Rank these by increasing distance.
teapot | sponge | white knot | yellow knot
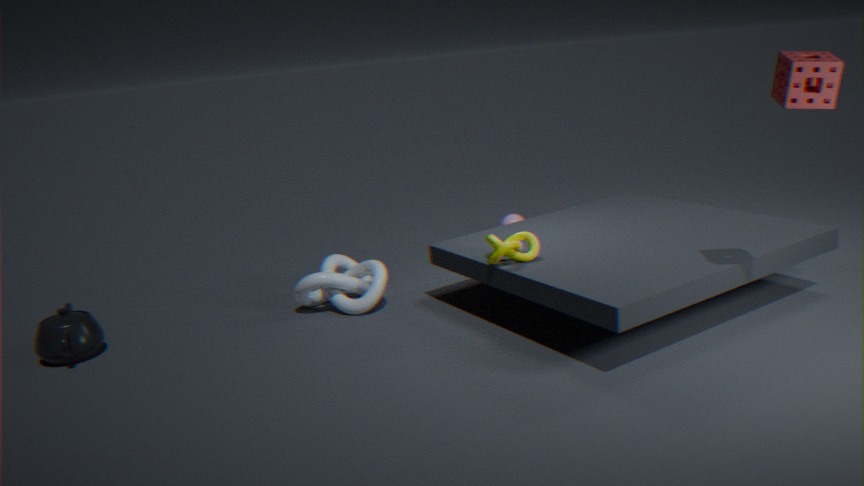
1. sponge
2. yellow knot
3. teapot
4. white knot
